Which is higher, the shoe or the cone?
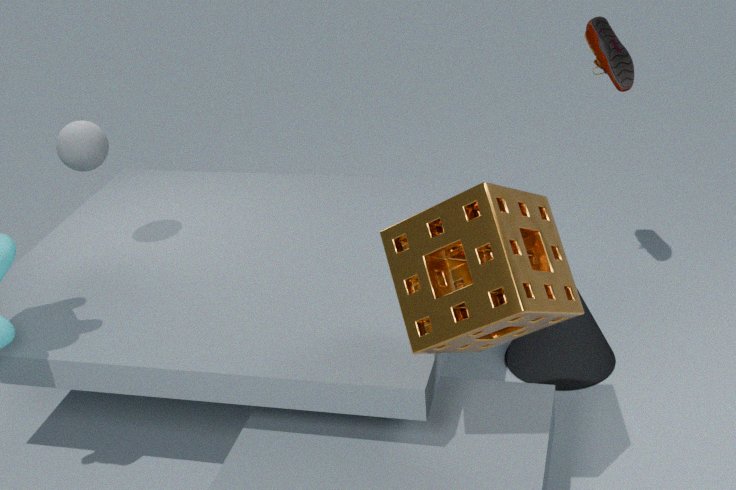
the shoe
